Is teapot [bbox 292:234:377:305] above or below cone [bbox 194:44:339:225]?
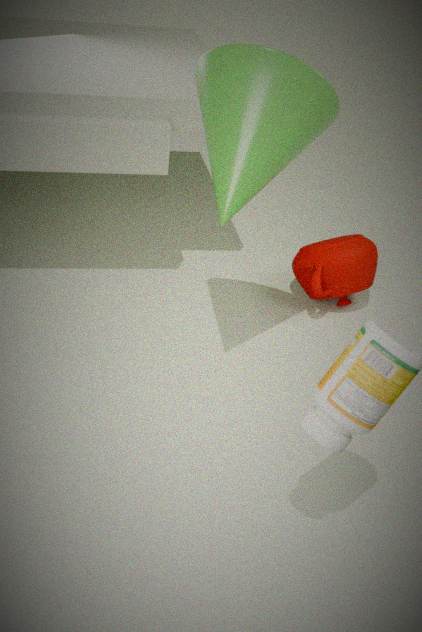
below
